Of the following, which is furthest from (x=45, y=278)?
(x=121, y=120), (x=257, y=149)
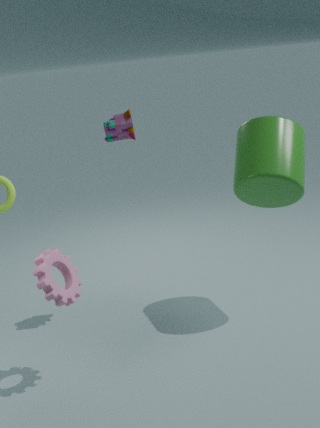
(x=257, y=149)
